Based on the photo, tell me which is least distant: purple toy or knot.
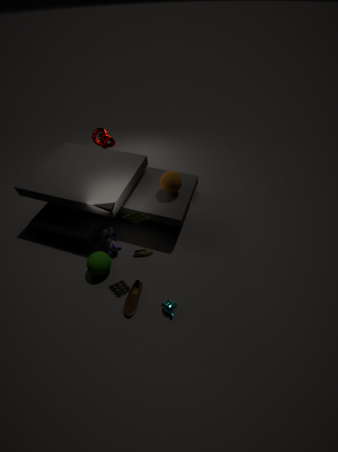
purple toy
